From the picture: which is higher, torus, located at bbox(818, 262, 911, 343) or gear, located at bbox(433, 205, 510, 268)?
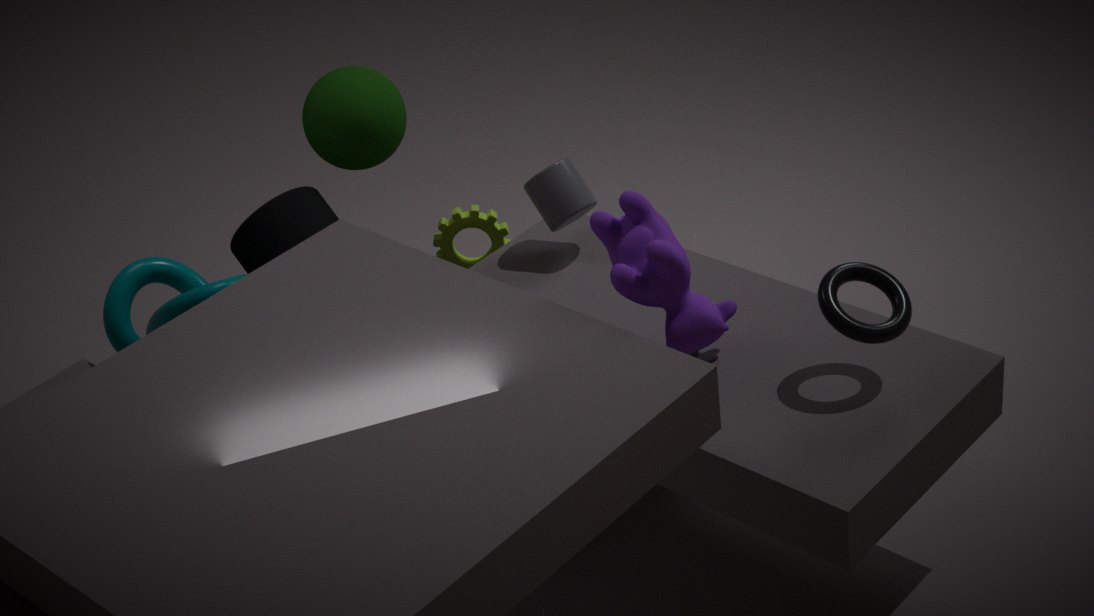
torus, located at bbox(818, 262, 911, 343)
